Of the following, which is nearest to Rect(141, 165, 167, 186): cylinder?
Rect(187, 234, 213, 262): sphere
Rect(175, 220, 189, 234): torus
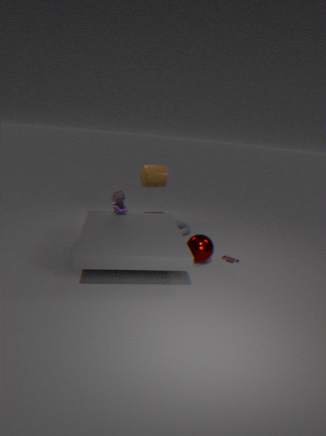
Rect(175, 220, 189, 234): torus
